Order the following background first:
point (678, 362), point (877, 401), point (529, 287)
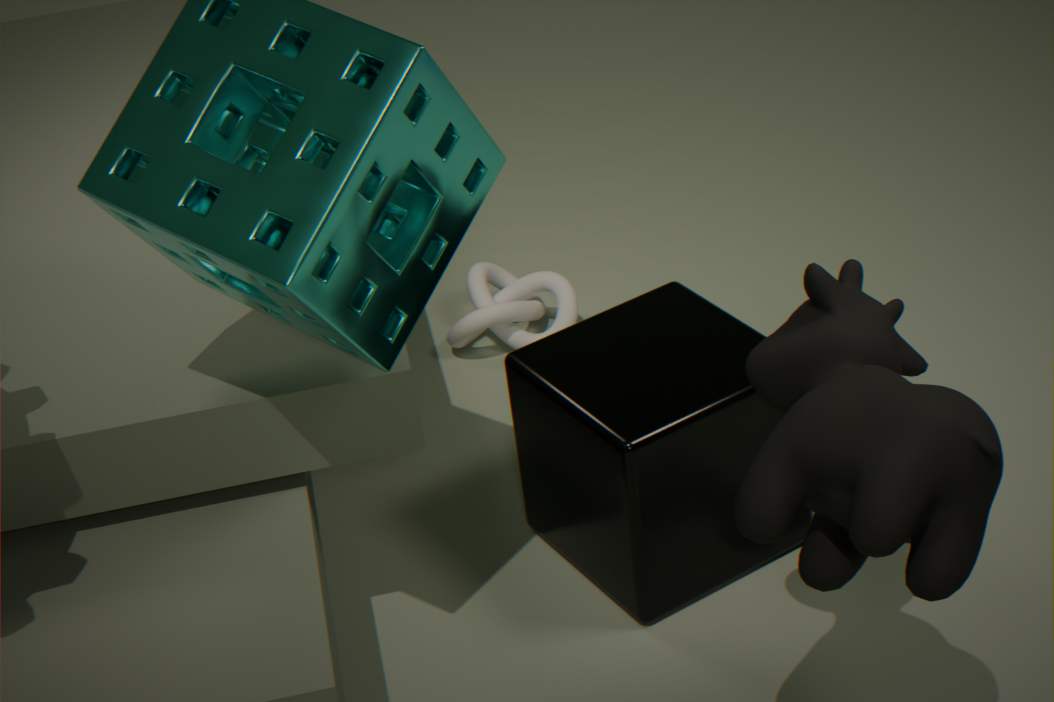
point (529, 287) → point (678, 362) → point (877, 401)
